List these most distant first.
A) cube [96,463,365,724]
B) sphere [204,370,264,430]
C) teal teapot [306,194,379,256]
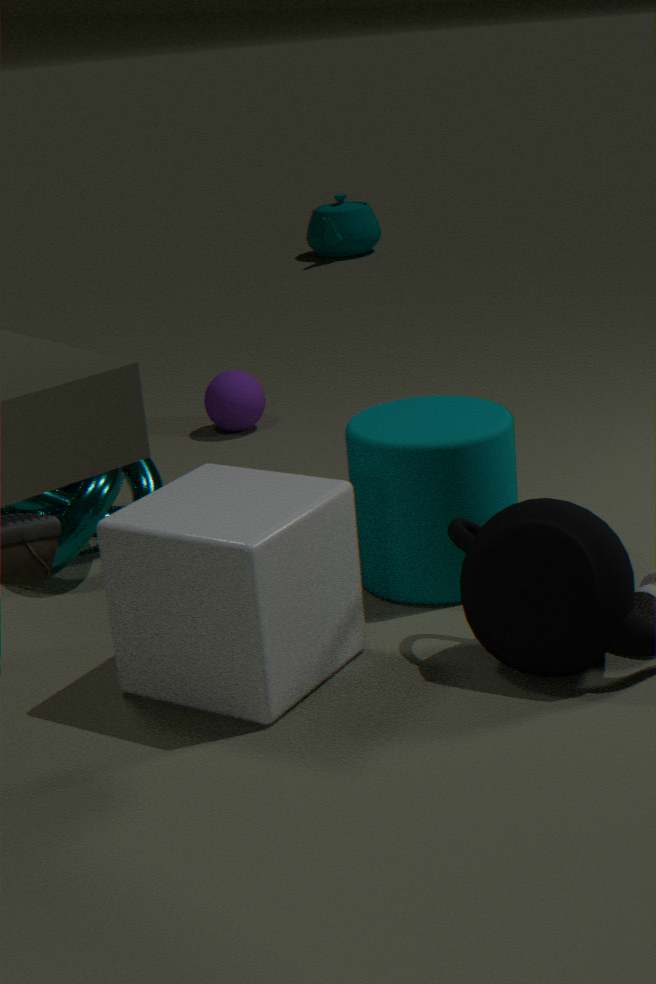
teal teapot [306,194,379,256] → sphere [204,370,264,430] → cube [96,463,365,724]
